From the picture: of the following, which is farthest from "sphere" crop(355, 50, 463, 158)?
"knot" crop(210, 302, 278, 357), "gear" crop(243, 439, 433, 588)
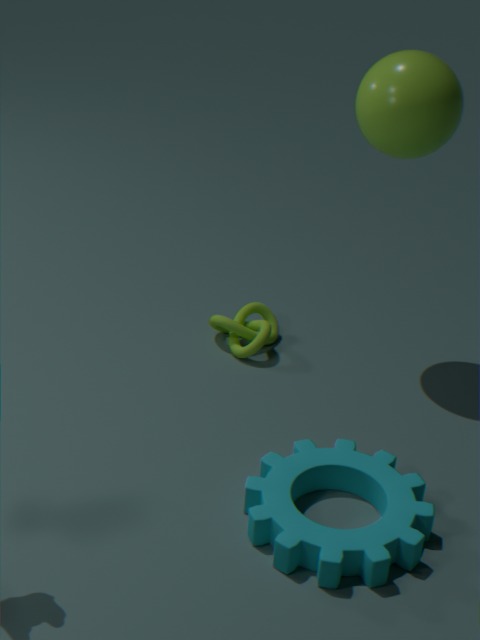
"gear" crop(243, 439, 433, 588)
